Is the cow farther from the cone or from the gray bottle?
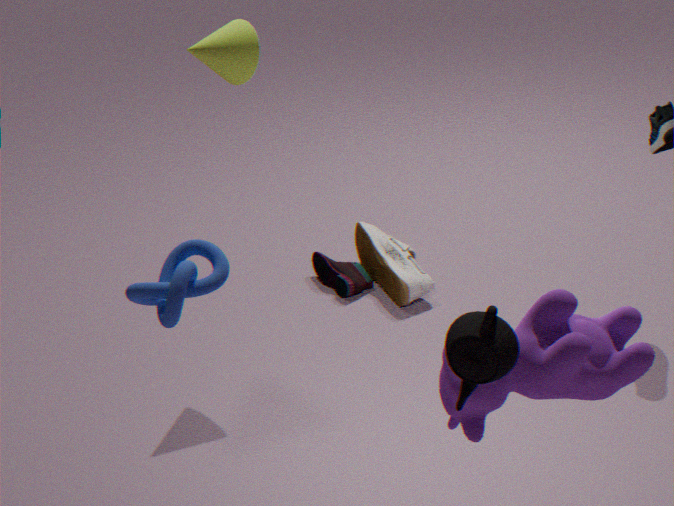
the gray bottle
